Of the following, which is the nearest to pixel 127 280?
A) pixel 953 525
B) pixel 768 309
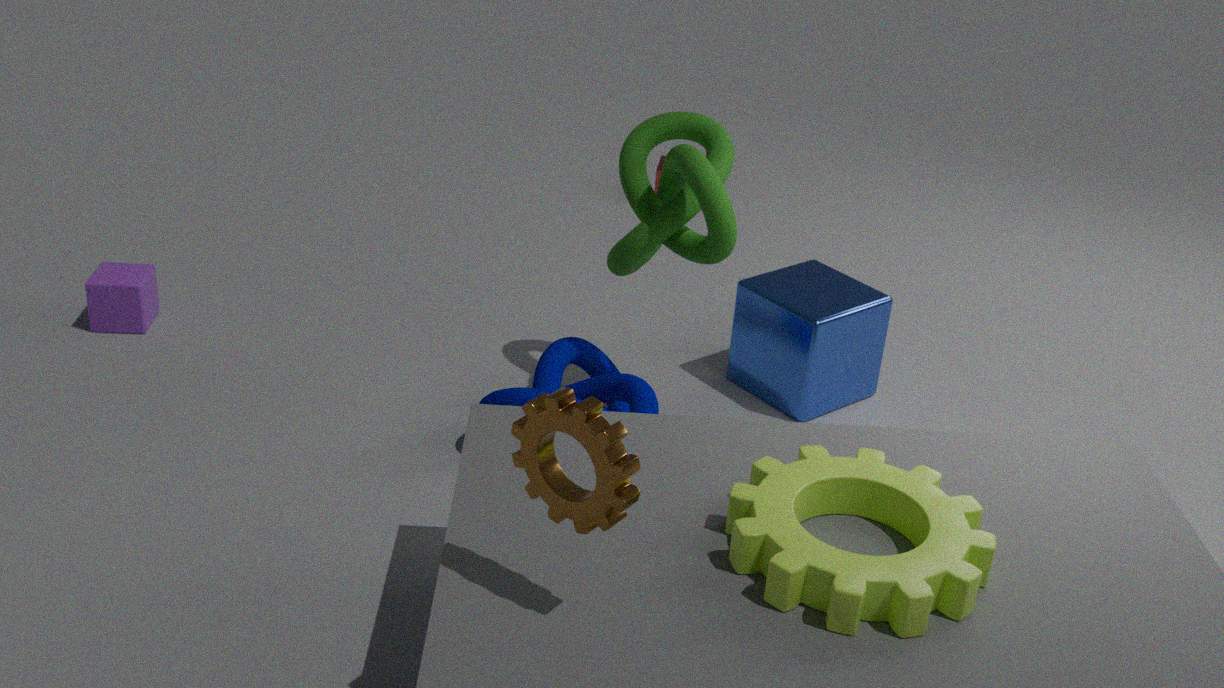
pixel 768 309
